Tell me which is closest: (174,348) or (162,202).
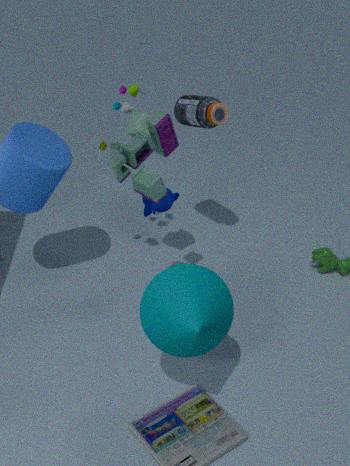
(174,348)
